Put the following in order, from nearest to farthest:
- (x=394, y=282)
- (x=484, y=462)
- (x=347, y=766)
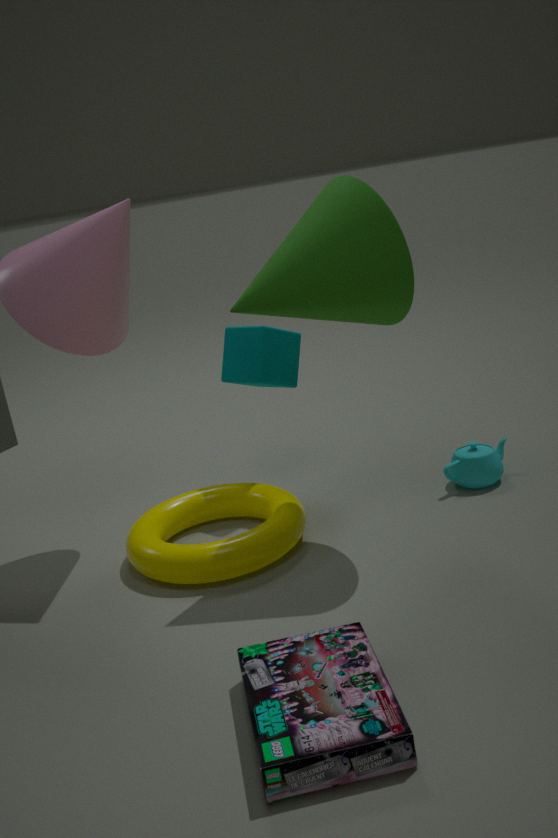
(x=347, y=766) → (x=394, y=282) → (x=484, y=462)
